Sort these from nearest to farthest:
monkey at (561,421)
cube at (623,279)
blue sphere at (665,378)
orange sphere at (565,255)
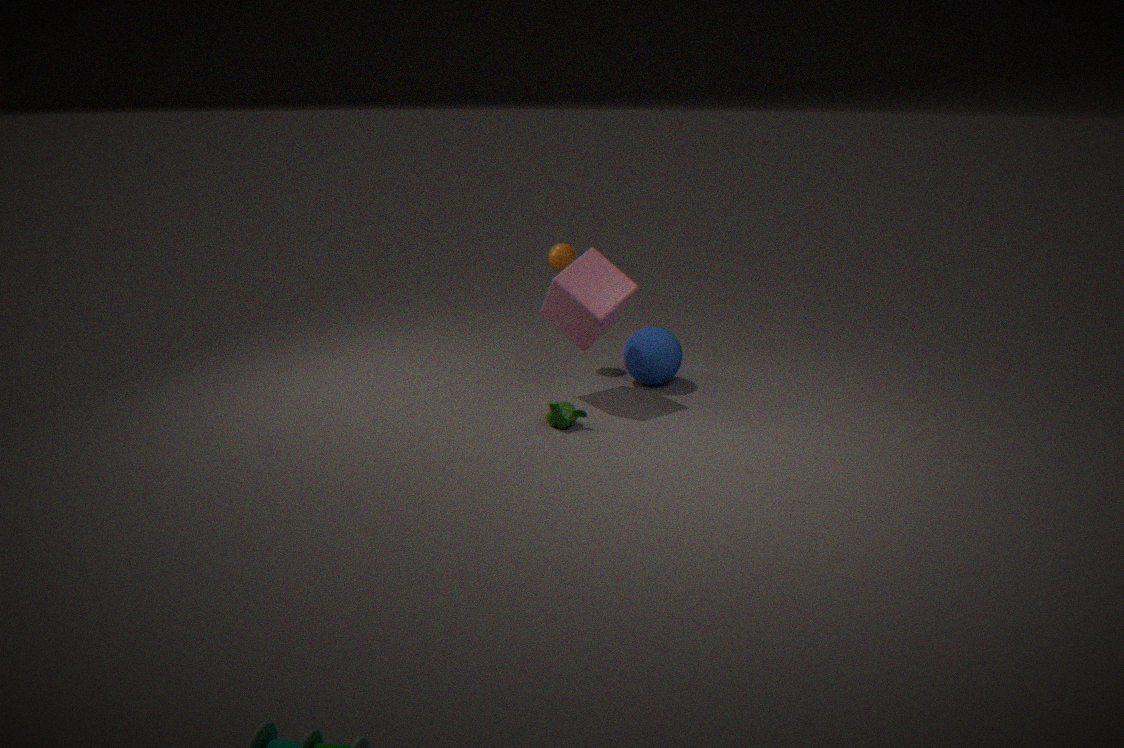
monkey at (561,421)
cube at (623,279)
blue sphere at (665,378)
orange sphere at (565,255)
